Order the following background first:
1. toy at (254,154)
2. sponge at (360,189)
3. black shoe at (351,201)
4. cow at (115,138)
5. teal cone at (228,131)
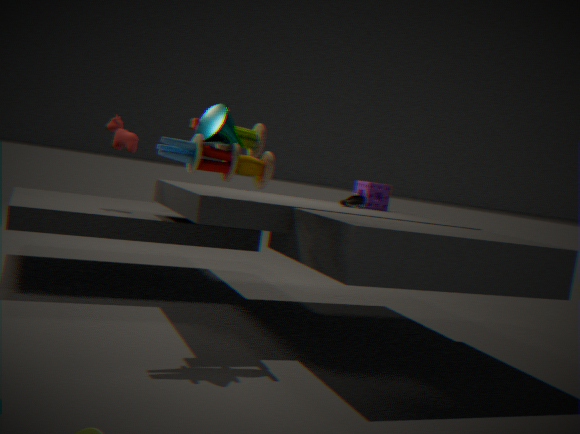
sponge at (360,189)
black shoe at (351,201)
cow at (115,138)
teal cone at (228,131)
toy at (254,154)
